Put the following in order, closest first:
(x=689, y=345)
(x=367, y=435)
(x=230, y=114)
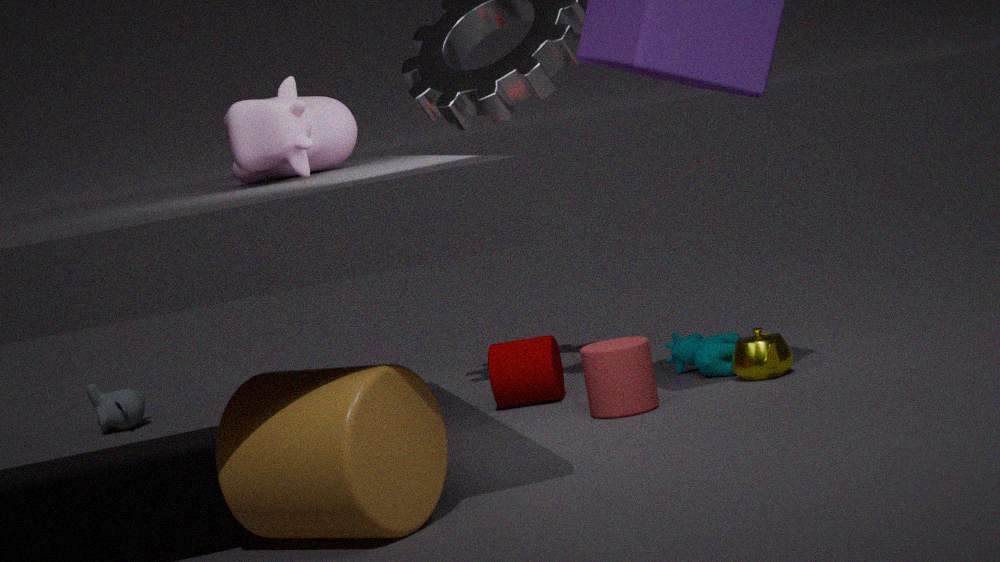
(x=367, y=435) → (x=230, y=114) → (x=689, y=345)
